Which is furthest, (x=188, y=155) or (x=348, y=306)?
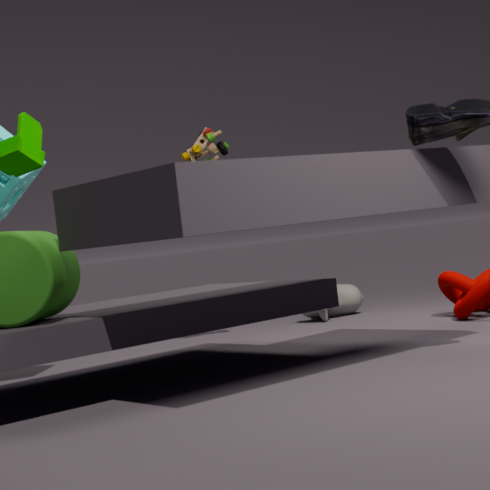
(x=348, y=306)
